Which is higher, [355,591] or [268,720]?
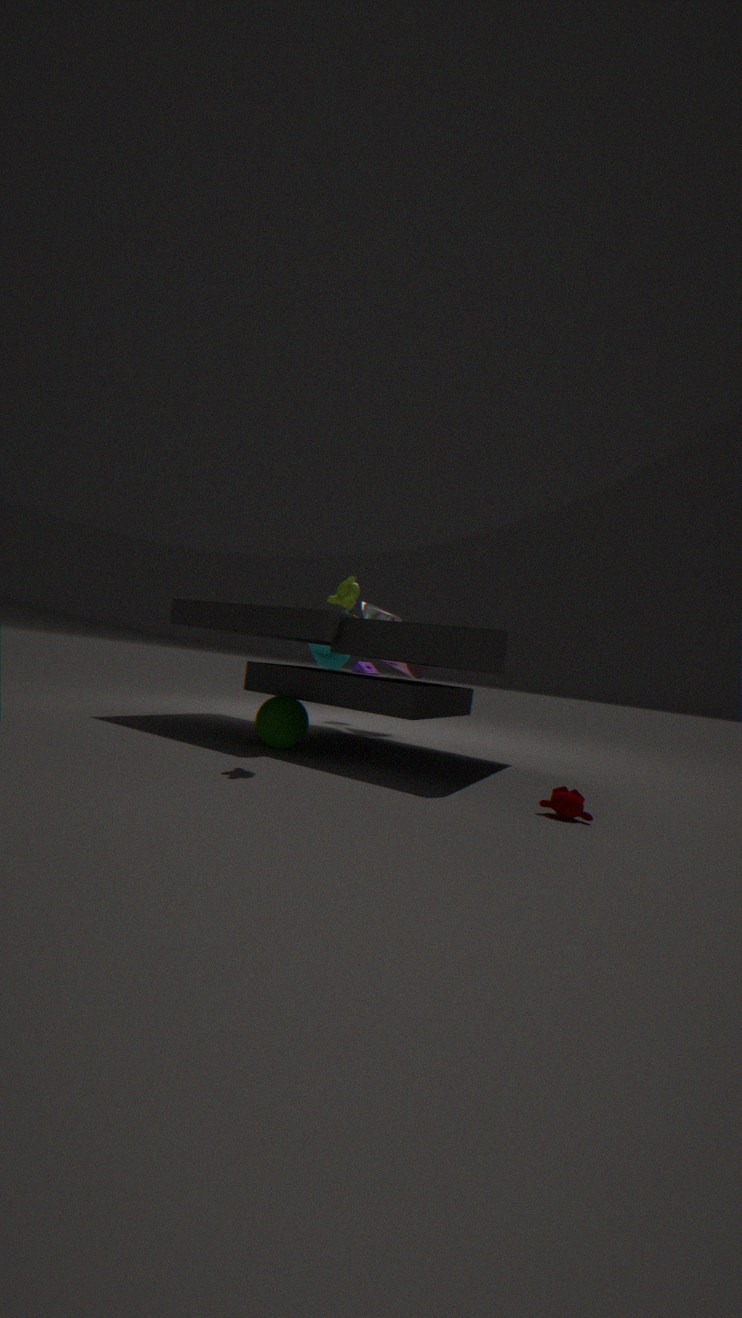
[355,591]
